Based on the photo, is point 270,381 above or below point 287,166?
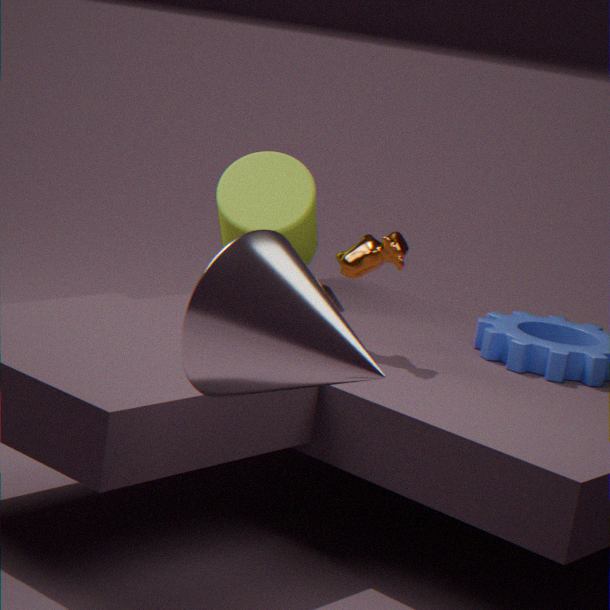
above
